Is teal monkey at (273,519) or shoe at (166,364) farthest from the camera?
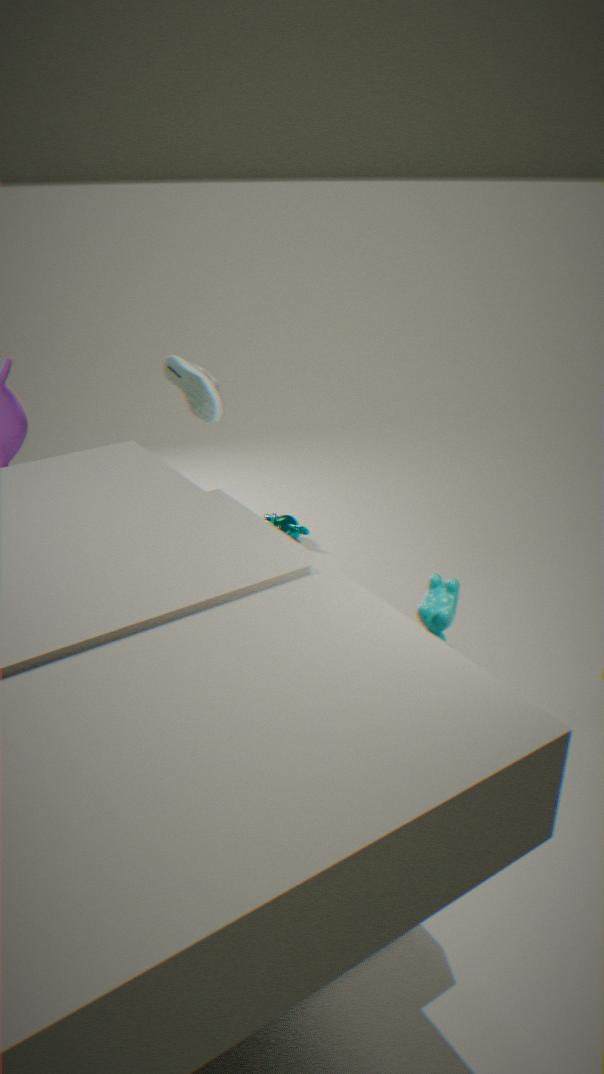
teal monkey at (273,519)
